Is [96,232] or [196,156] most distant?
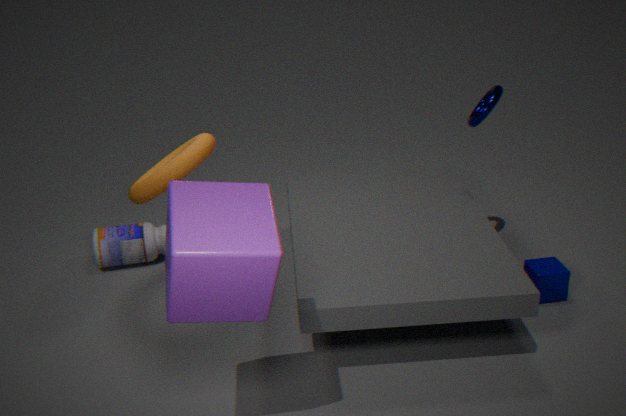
[96,232]
